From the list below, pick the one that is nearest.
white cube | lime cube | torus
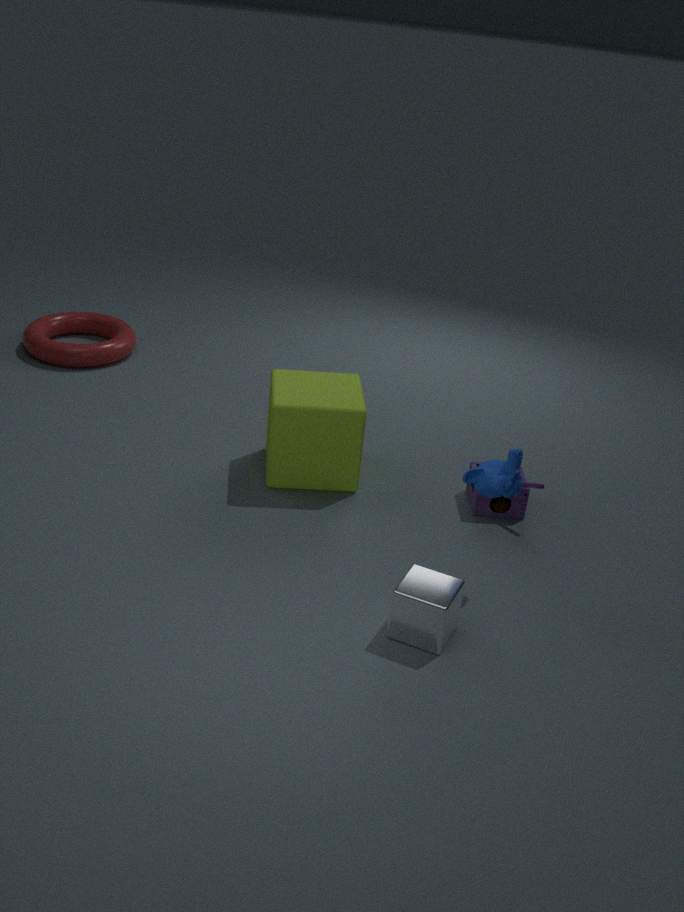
white cube
